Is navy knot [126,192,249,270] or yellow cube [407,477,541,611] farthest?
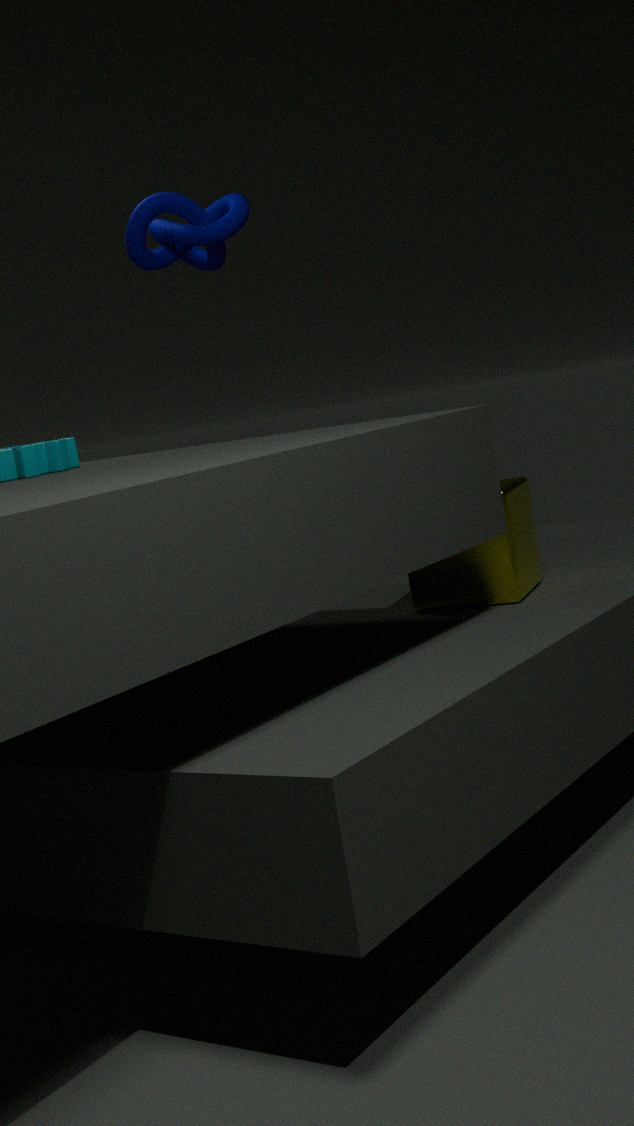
navy knot [126,192,249,270]
